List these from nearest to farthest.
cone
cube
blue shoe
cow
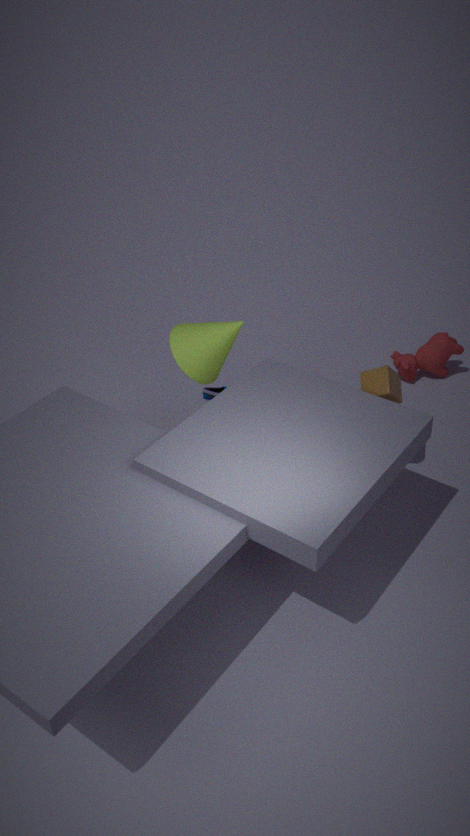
cube
cone
blue shoe
cow
